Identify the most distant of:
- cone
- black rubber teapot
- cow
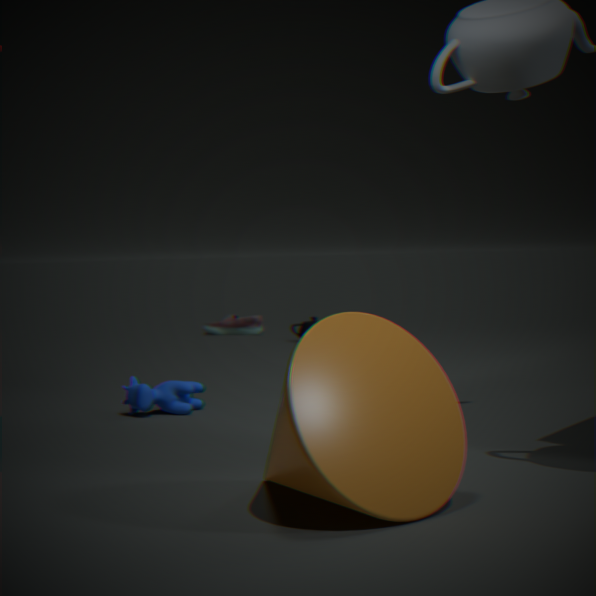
black rubber teapot
